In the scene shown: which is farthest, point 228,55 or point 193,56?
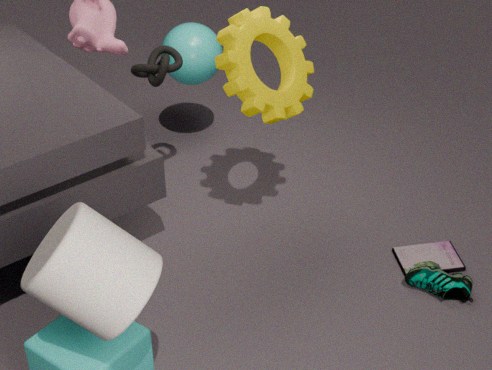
point 193,56
